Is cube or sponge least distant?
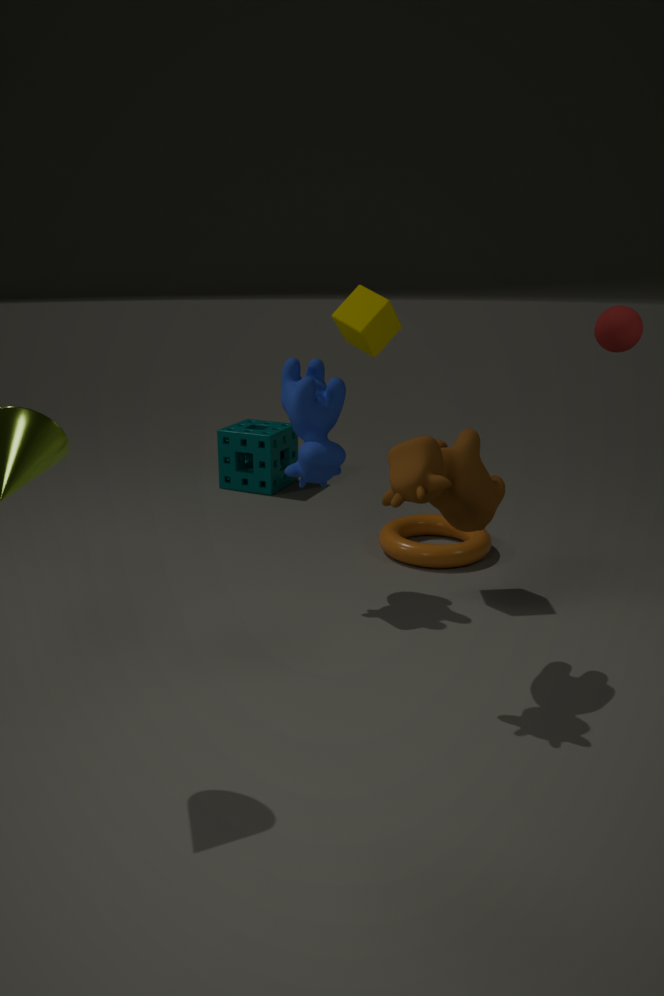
cube
